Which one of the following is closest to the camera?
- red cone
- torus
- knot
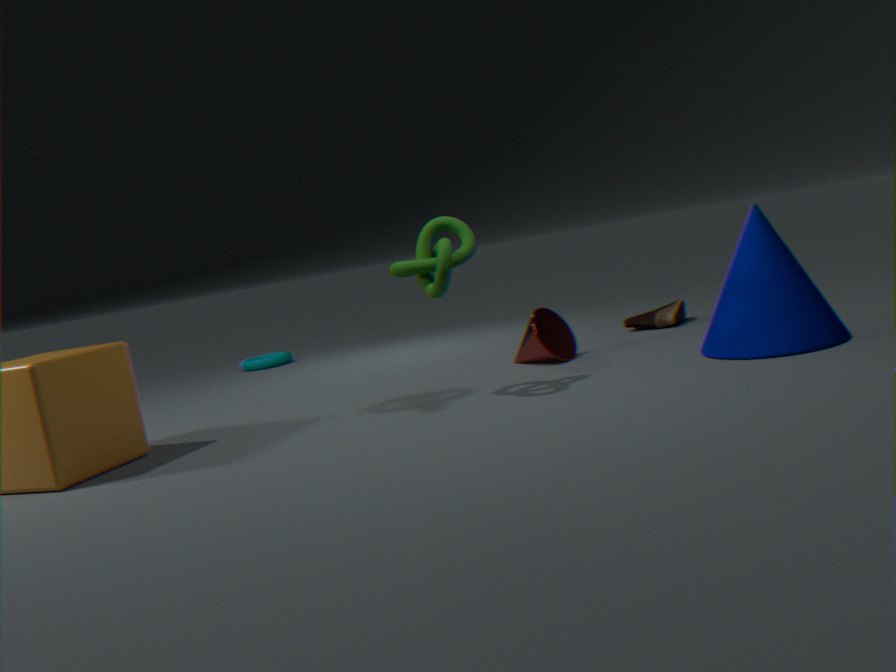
knot
